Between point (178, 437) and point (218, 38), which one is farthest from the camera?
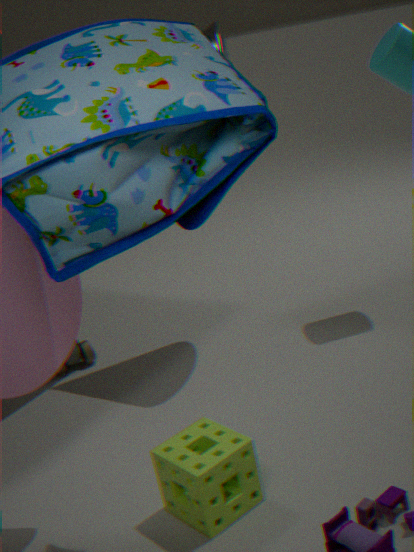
point (218, 38)
